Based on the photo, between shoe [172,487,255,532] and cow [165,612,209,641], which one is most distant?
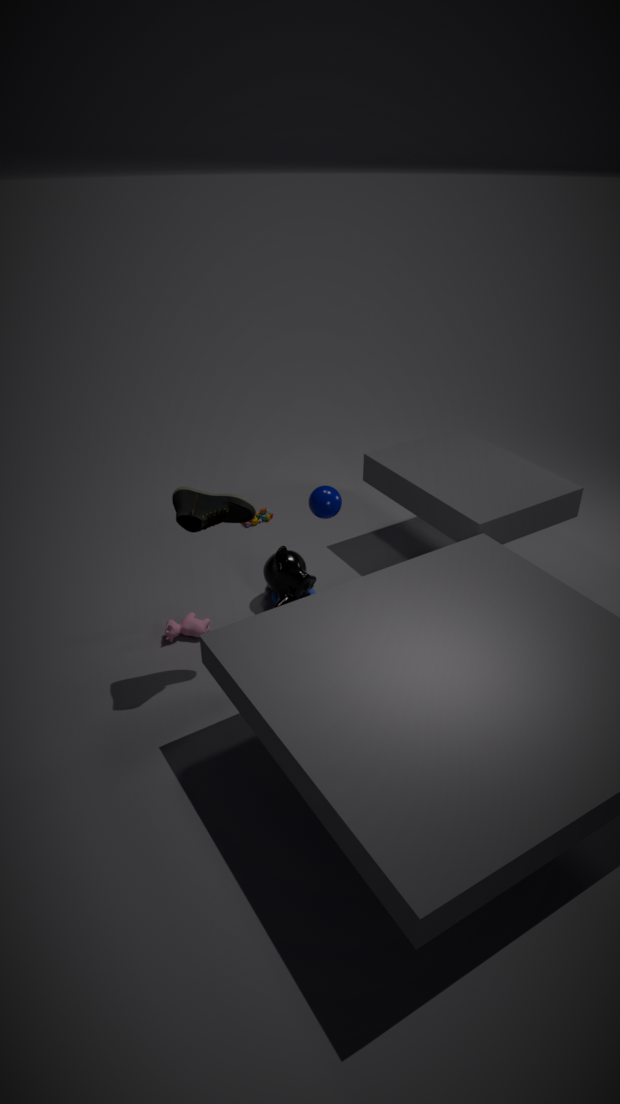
cow [165,612,209,641]
